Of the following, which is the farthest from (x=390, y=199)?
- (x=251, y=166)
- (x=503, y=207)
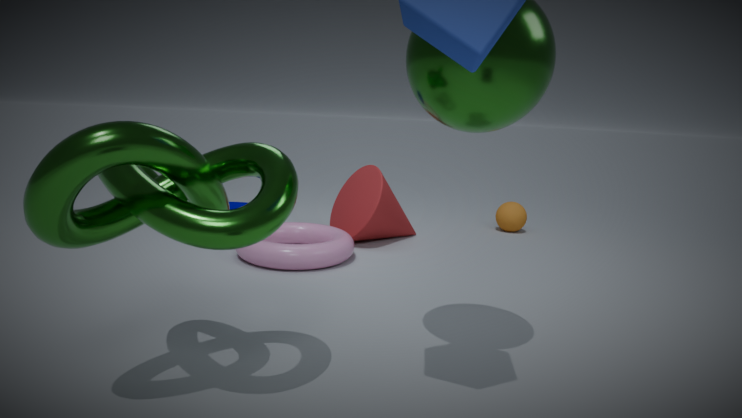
(x=251, y=166)
